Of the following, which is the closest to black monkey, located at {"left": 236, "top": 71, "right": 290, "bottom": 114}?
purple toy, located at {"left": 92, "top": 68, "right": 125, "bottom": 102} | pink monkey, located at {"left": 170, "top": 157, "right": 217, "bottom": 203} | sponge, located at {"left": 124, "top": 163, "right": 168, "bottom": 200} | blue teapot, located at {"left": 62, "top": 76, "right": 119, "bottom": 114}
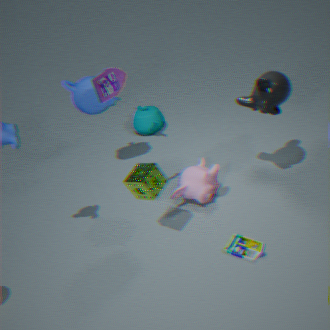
pink monkey, located at {"left": 170, "top": 157, "right": 217, "bottom": 203}
